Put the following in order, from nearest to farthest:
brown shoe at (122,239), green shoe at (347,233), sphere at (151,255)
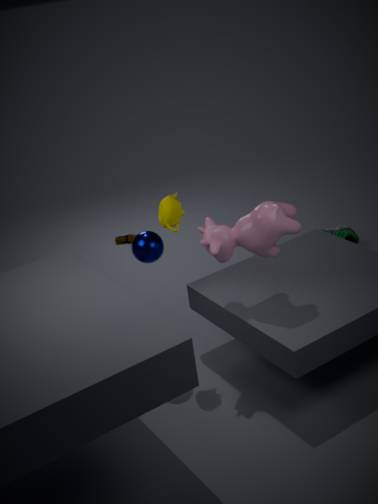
sphere at (151,255) < green shoe at (347,233) < brown shoe at (122,239)
